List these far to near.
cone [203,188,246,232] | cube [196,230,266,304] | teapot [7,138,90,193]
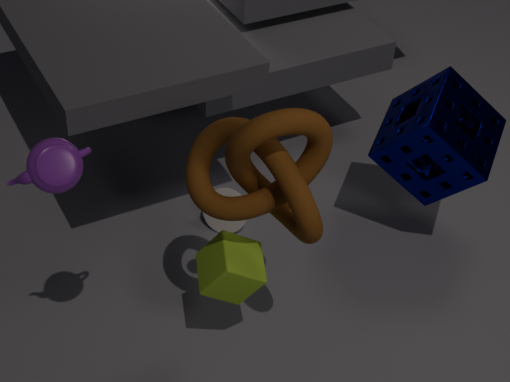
cone [203,188,246,232]
cube [196,230,266,304]
teapot [7,138,90,193]
